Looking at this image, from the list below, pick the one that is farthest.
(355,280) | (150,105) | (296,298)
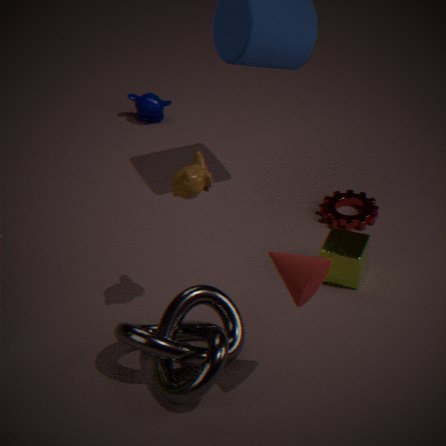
(150,105)
